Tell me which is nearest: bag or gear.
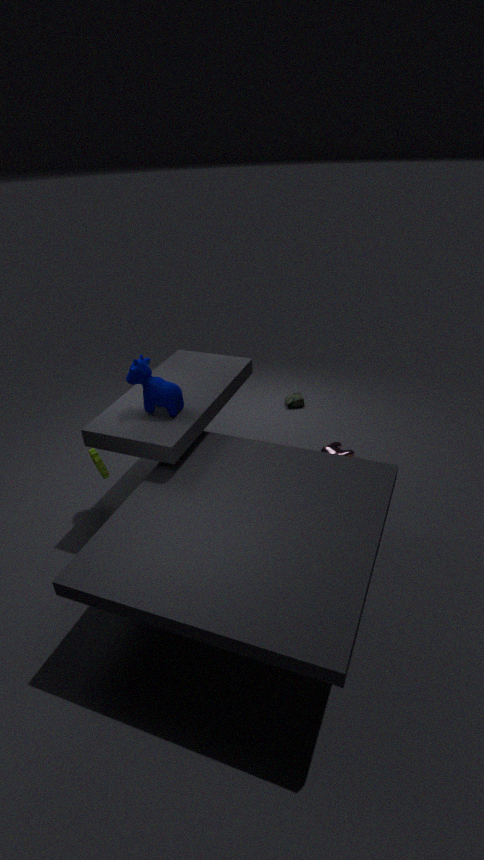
gear
